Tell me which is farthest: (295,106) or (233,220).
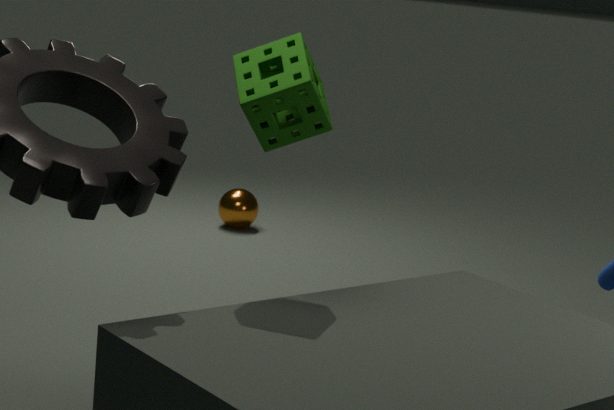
(233,220)
